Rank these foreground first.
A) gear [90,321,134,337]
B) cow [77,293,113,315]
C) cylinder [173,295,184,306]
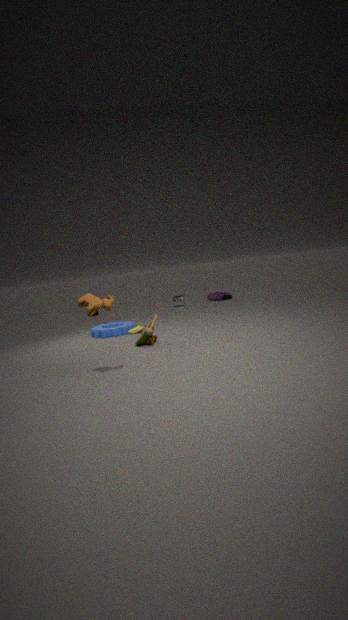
cow [77,293,113,315] < gear [90,321,134,337] < cylinder [173,295,184,306]
